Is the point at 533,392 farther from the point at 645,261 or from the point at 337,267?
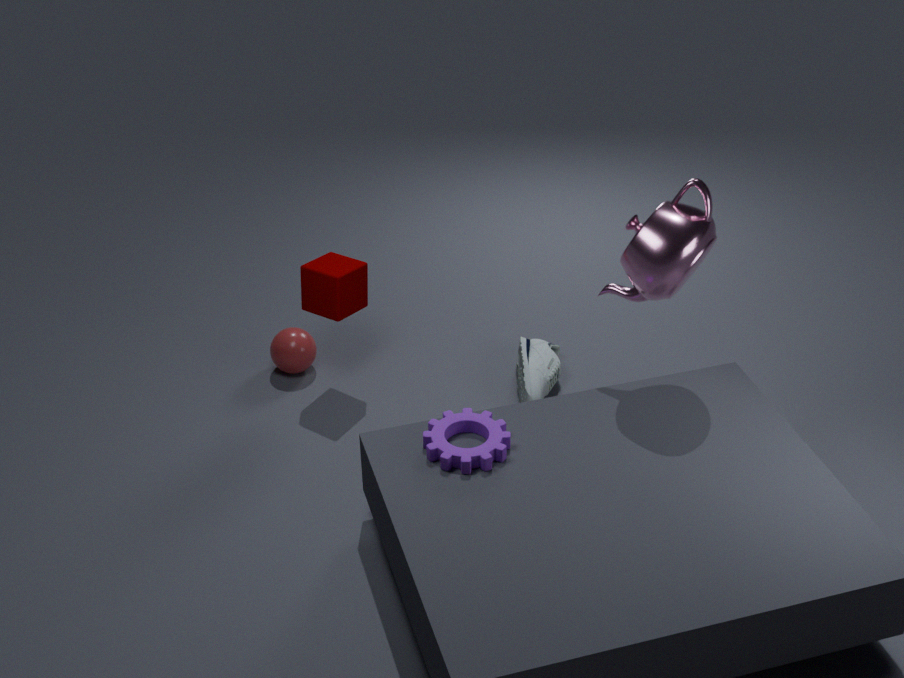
the point at 645,261
